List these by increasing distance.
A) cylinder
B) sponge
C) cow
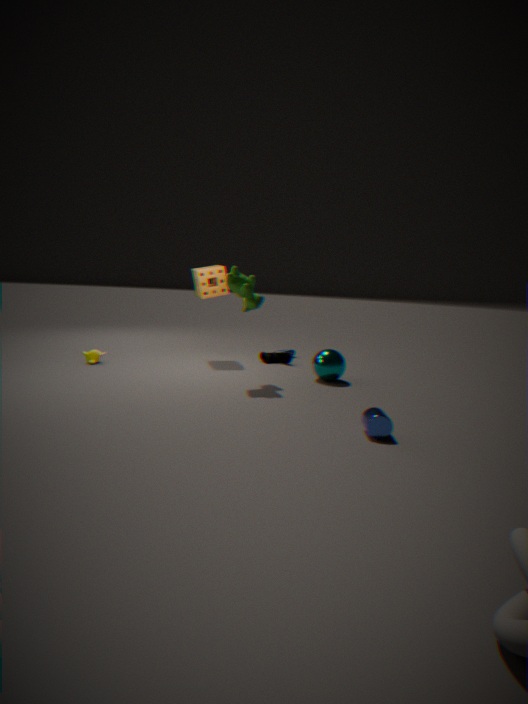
cylinder < cow < sponge
